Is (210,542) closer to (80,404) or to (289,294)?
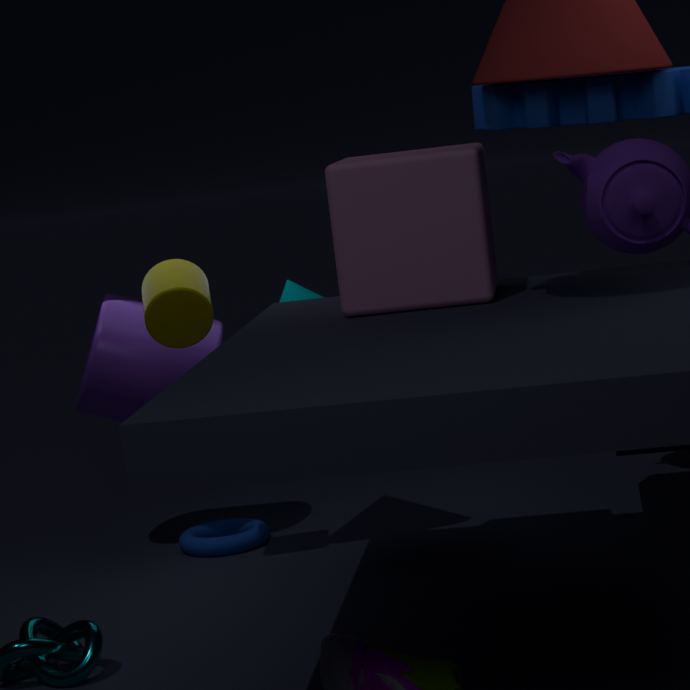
(80,404)
